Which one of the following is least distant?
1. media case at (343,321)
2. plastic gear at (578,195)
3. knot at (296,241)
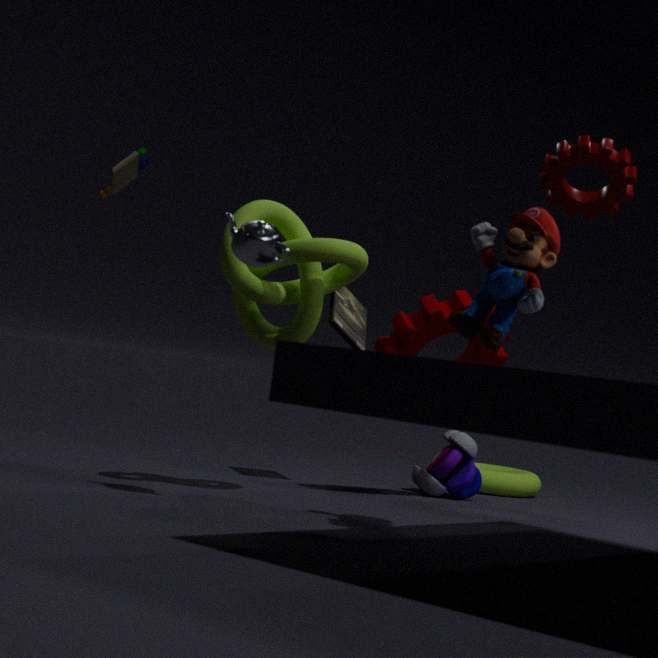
plastic gear at (578,195)
